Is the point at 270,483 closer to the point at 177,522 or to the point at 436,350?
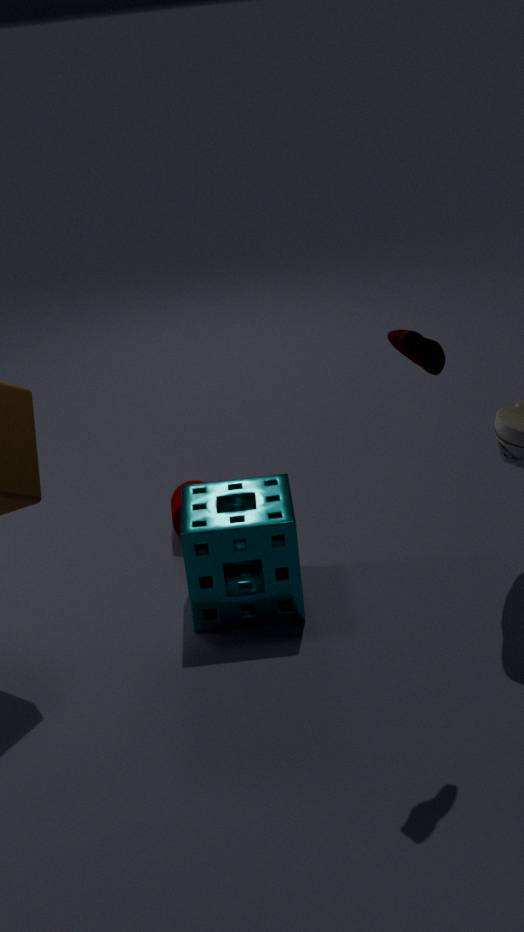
the point at 177,522
